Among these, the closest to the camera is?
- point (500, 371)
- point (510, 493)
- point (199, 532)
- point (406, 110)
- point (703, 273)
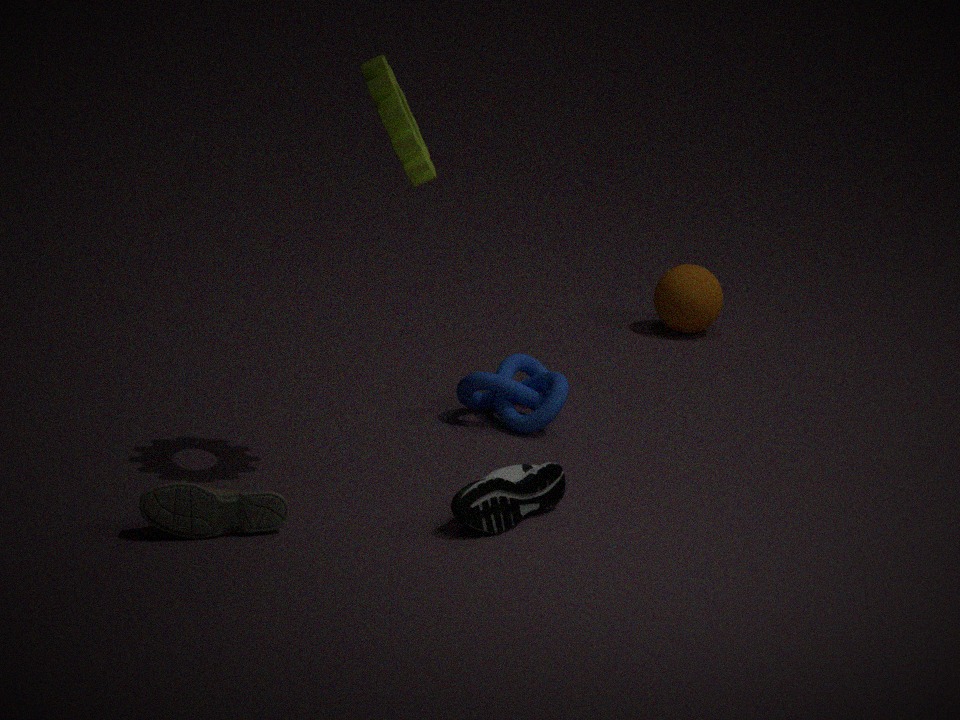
point (199, 532)
